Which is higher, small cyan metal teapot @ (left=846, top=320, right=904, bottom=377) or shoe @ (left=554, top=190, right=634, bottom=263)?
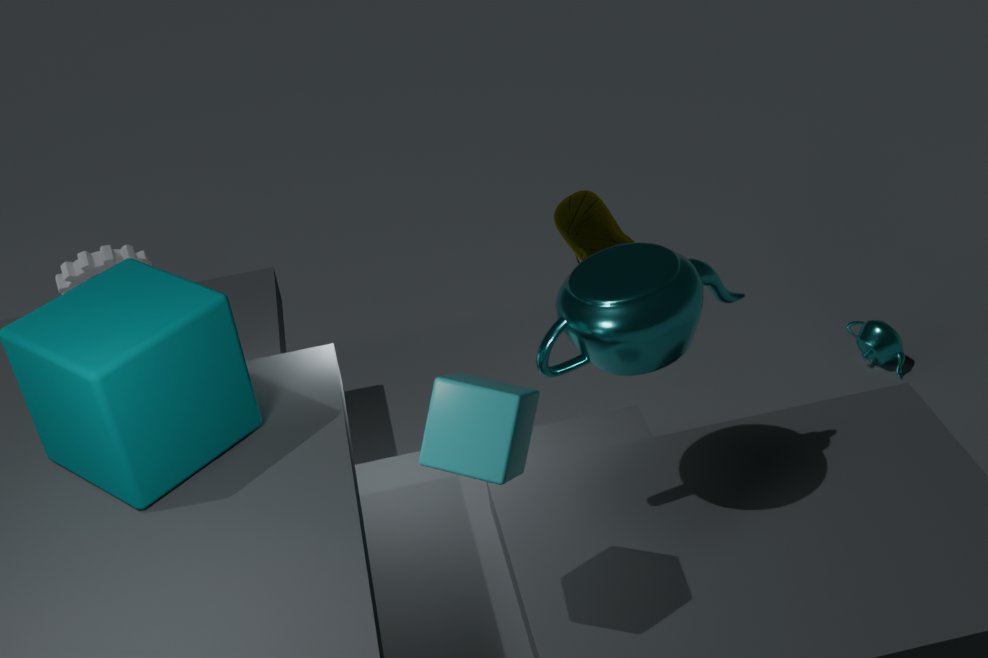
shoe @ (left=554, top=190, right=634, bottom=263)
